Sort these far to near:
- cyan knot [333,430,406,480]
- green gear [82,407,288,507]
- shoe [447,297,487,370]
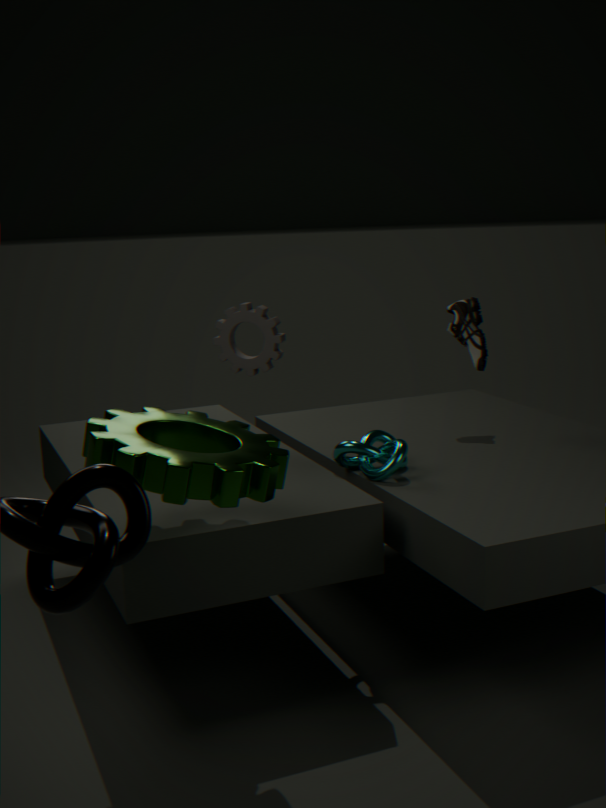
shoe [447,297,487,370], cyan knot [333,430,406,480], green gear [82,407,288,507]
